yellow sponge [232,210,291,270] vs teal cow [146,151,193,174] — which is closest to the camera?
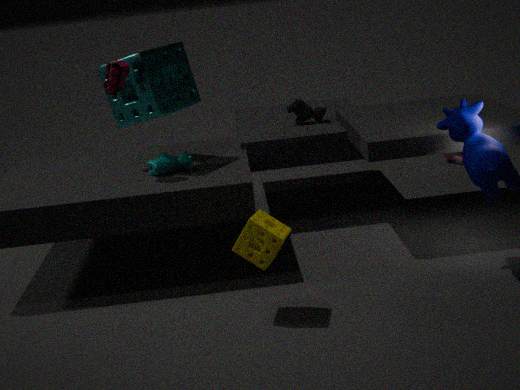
yellow sponge [232,210,291,270]
